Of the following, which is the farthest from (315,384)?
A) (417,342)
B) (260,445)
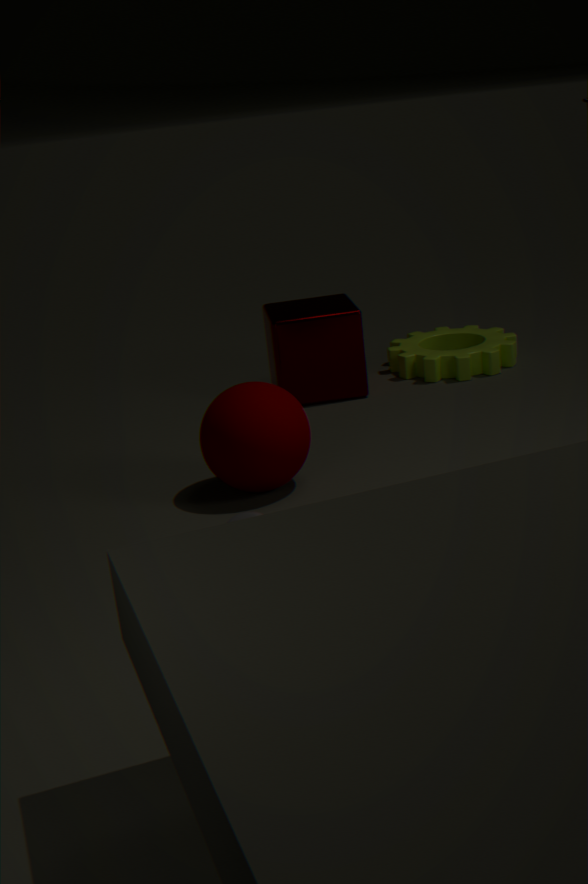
(260,445)
